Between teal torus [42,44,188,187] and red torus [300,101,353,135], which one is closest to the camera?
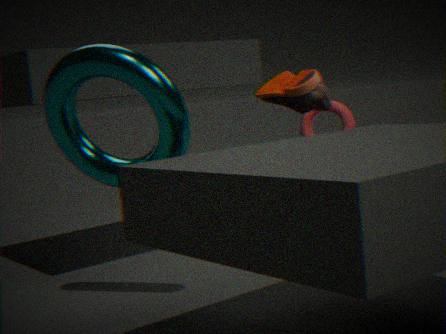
teal torus [42,44,188,187]
